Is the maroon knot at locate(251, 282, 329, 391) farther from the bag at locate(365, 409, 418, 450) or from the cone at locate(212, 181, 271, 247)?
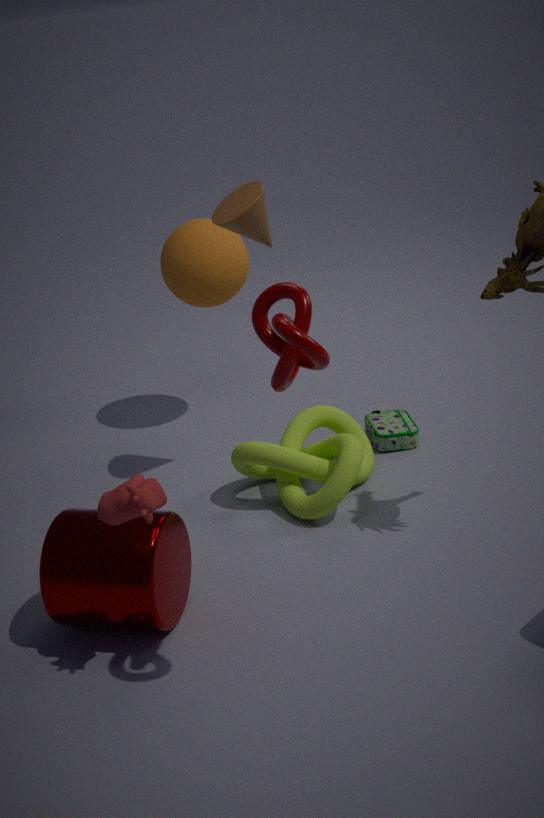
the bag at locate(365, 409, 418, 450)
